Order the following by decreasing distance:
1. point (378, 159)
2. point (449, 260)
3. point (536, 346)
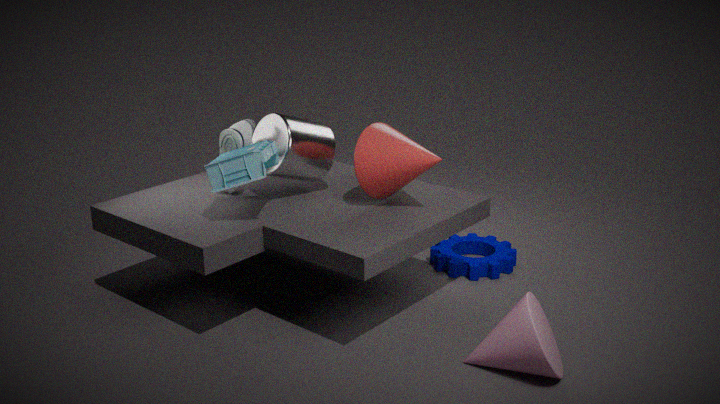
point (449, 260), point (378, 159), point (536, 346)
